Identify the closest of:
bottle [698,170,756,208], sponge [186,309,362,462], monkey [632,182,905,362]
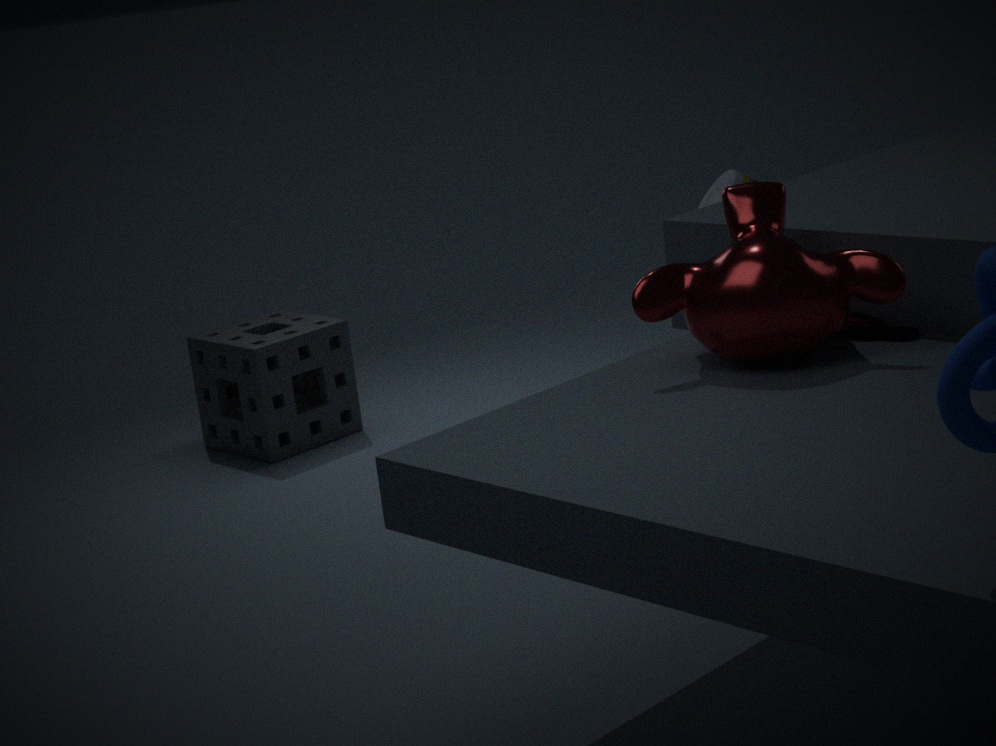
monkey [632,182,905,362]
